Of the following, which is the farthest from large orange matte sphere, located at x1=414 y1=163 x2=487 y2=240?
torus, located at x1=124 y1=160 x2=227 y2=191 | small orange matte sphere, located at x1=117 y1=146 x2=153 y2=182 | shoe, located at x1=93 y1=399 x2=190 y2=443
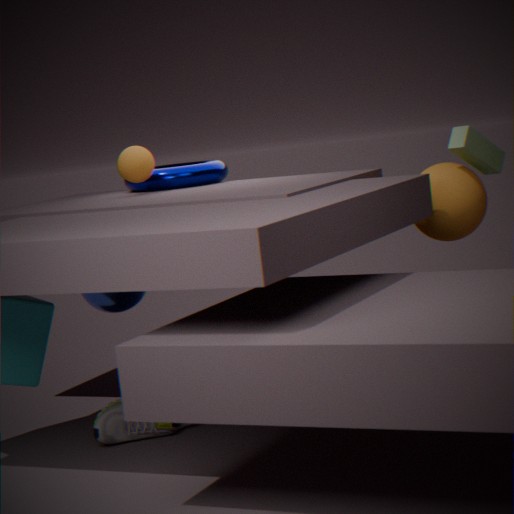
shoe, located at x1=93 y1=399 x2=190 y2=443
